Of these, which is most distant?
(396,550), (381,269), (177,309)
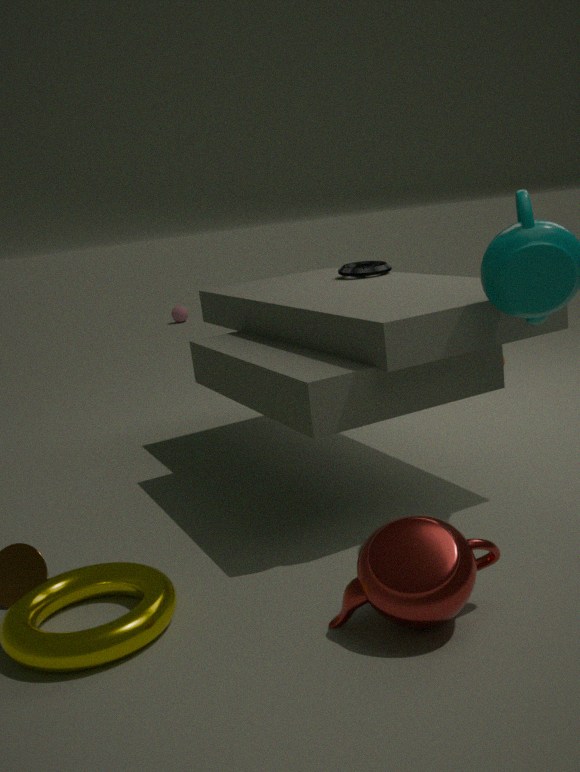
(177,309)
